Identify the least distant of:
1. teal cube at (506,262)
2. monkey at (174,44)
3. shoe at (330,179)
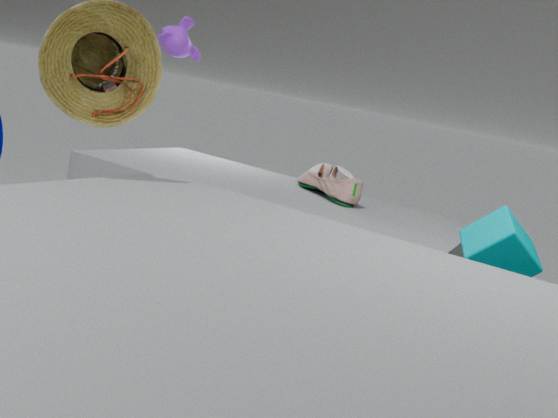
teal cube at (506,262)
